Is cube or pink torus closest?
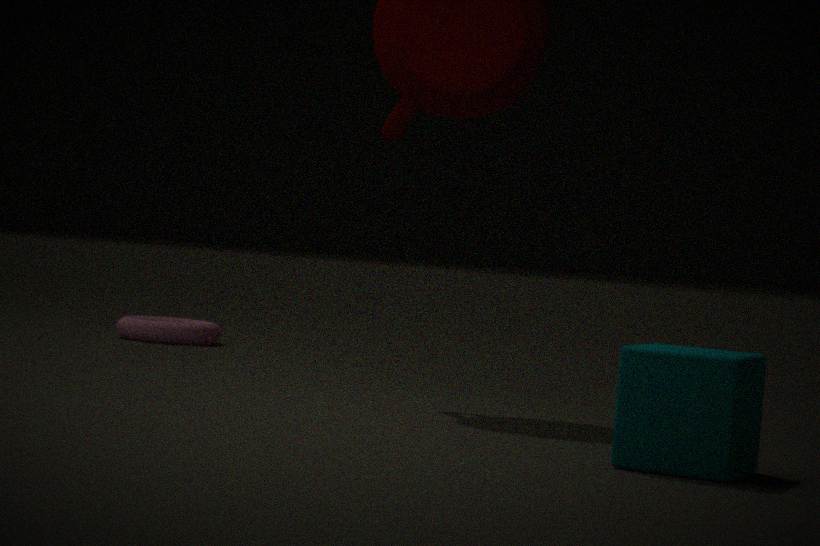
cube
